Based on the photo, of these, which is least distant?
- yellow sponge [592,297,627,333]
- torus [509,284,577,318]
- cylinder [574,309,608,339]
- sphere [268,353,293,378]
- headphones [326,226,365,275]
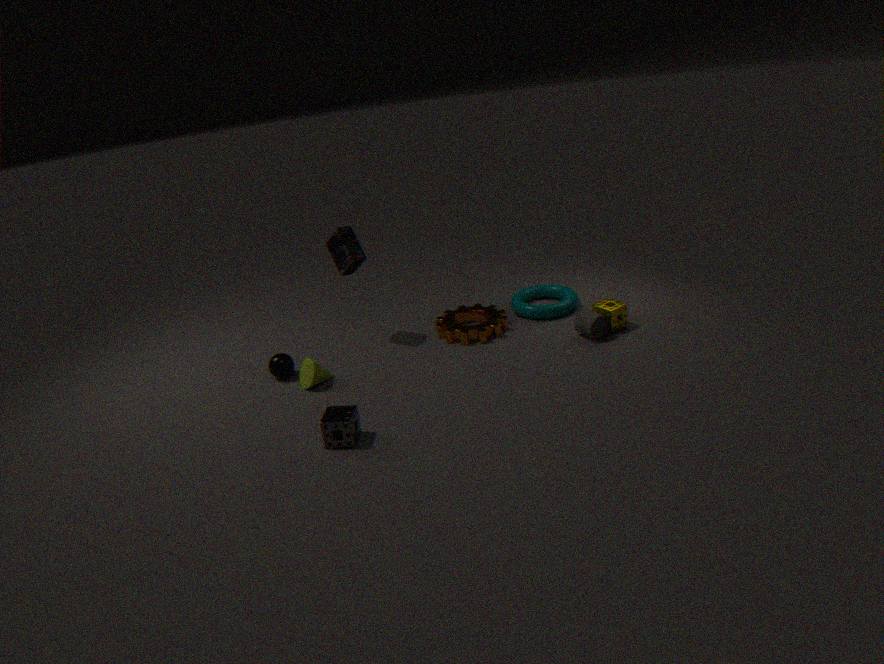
sphere [268,353,293,378]
